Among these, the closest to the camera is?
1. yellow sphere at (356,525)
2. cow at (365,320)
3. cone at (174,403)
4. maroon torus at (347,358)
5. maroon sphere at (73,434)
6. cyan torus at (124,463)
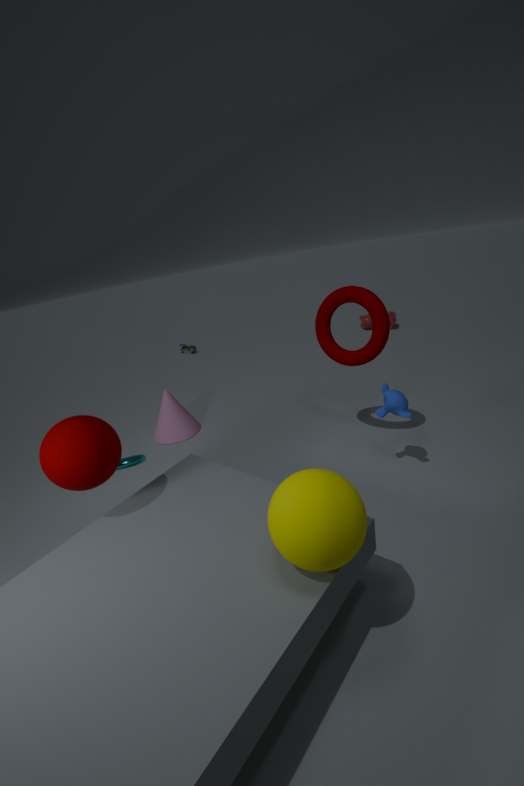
yellow sphere at (356,525)
